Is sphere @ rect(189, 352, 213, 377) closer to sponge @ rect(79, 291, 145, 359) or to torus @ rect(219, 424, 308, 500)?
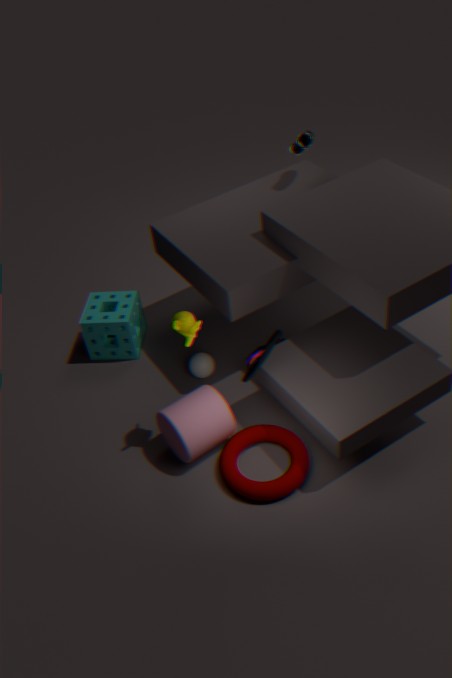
sponge @ rect(79, 291, 145, 359)
